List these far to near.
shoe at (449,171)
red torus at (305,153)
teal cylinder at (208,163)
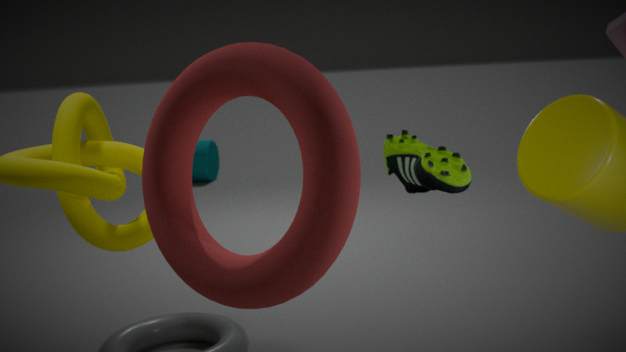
teal cylinder at (208,163) → shoe at (449,171) → red torus at (305,153)
